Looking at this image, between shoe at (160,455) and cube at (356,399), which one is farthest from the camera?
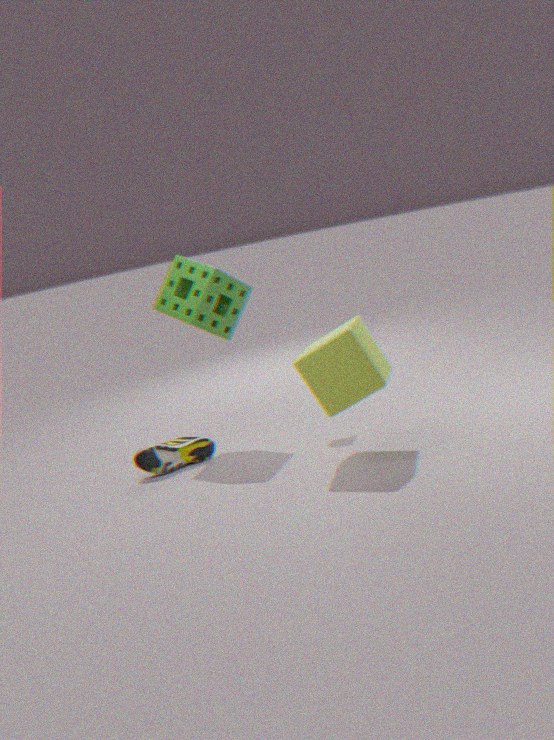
shoe at (160,455)
